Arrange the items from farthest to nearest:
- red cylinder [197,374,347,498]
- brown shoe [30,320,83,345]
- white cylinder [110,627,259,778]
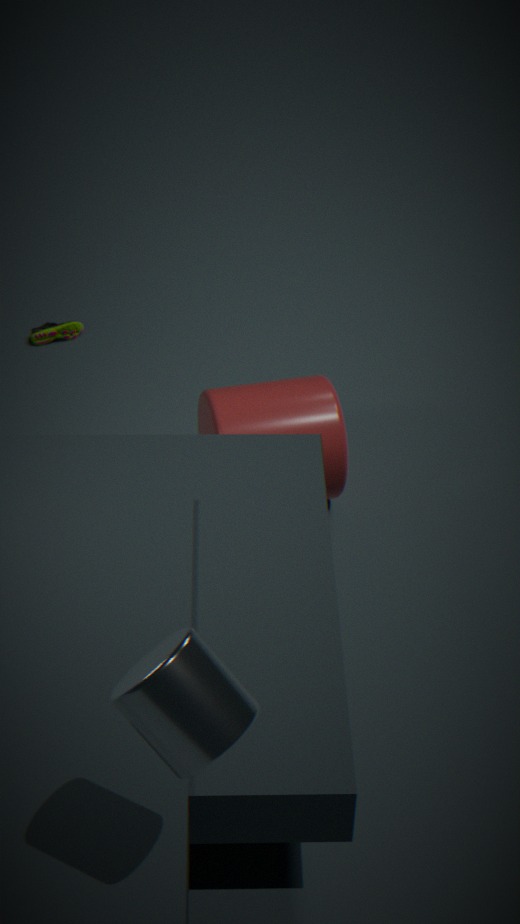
brown shoe [30,320,83,345], red cylinder [197,374,347,498], white cylinder [110,627,259,778]
